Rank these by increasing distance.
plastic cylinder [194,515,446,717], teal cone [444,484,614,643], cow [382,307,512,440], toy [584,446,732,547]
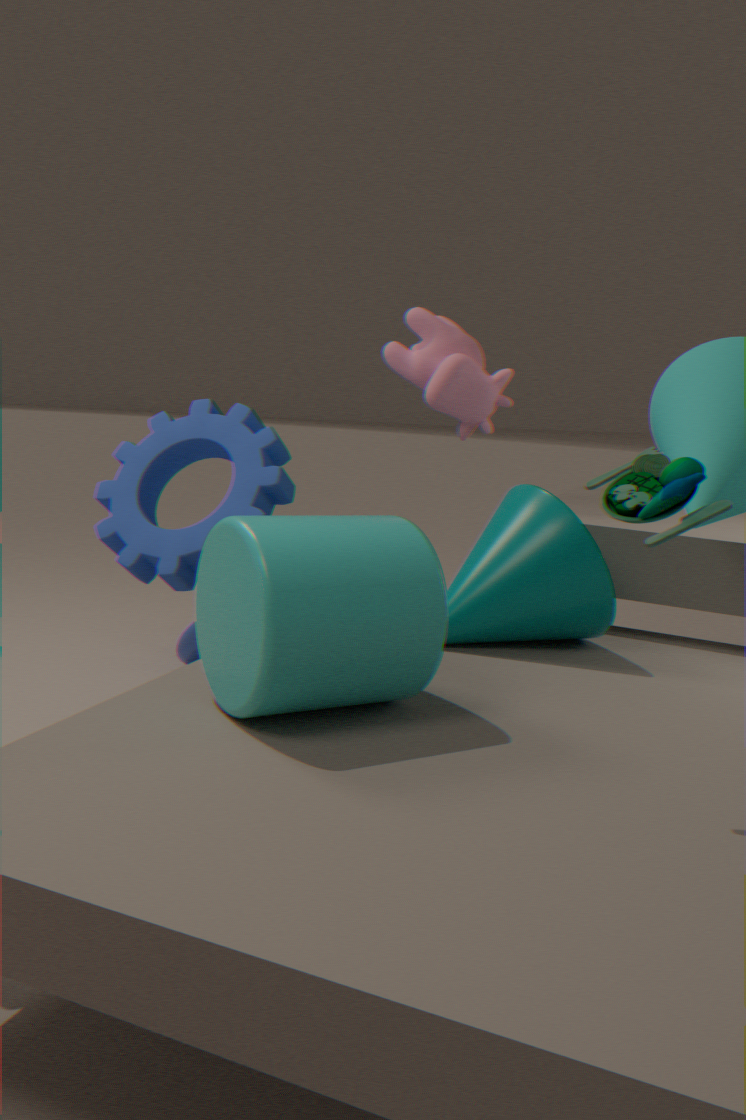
toy [584,446,732,547] < plastic cylinder [194,515,446,717] < teal cone [444,484,614,643] < cow [382,307,512,440]
